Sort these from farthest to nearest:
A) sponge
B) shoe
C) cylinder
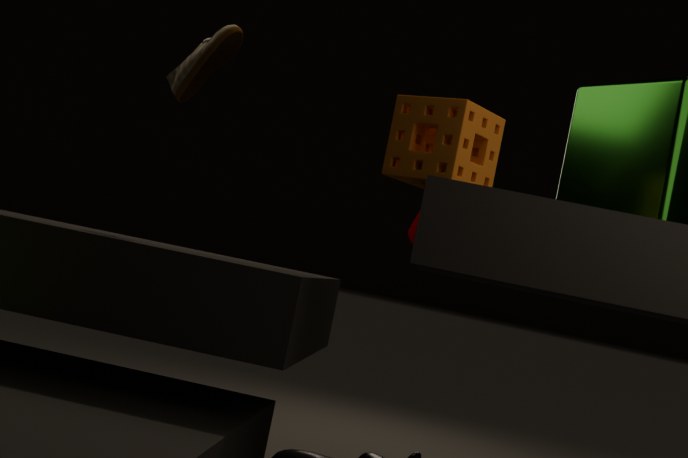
cylinder, shoe, sponge
